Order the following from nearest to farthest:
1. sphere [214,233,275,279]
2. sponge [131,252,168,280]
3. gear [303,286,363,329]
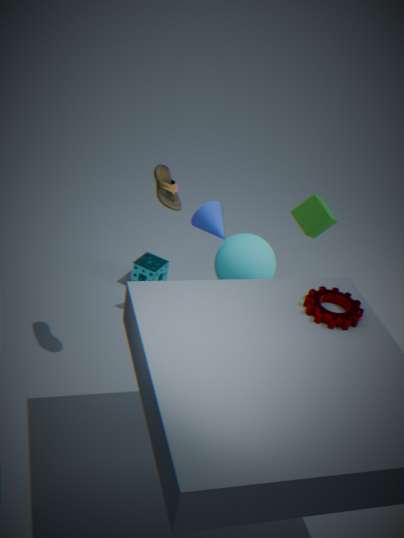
gear [303,286,363,329], sphere [214,233,275,279], sponge [131,252,168,280]
